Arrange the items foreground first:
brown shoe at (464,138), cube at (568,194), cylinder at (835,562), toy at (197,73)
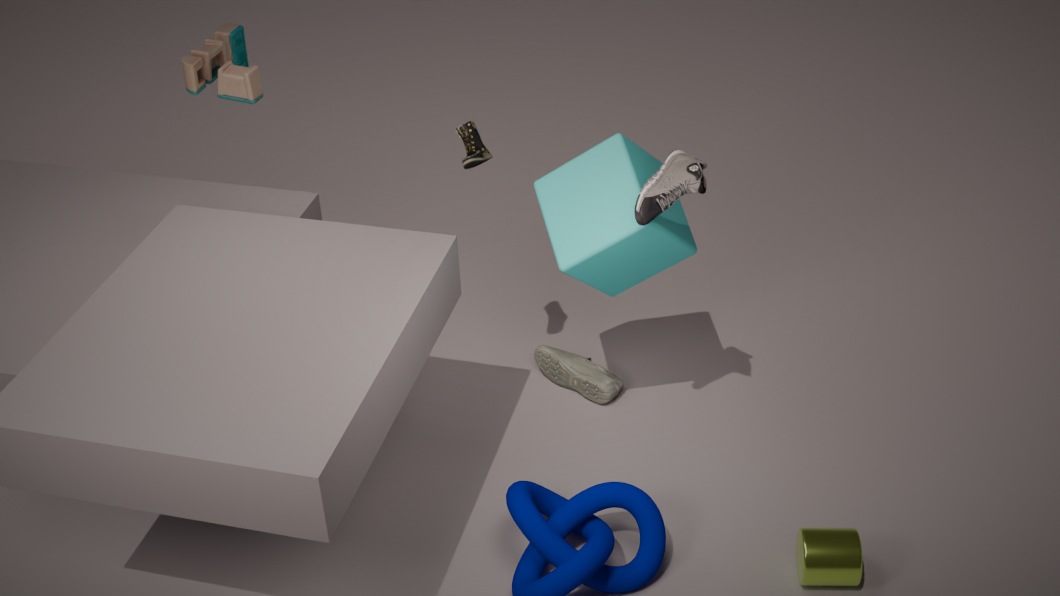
1. cylinder at (835,562)
2. cube at (568,194)
3. brown shoe at (464,138)
4. toy at (197,73)
